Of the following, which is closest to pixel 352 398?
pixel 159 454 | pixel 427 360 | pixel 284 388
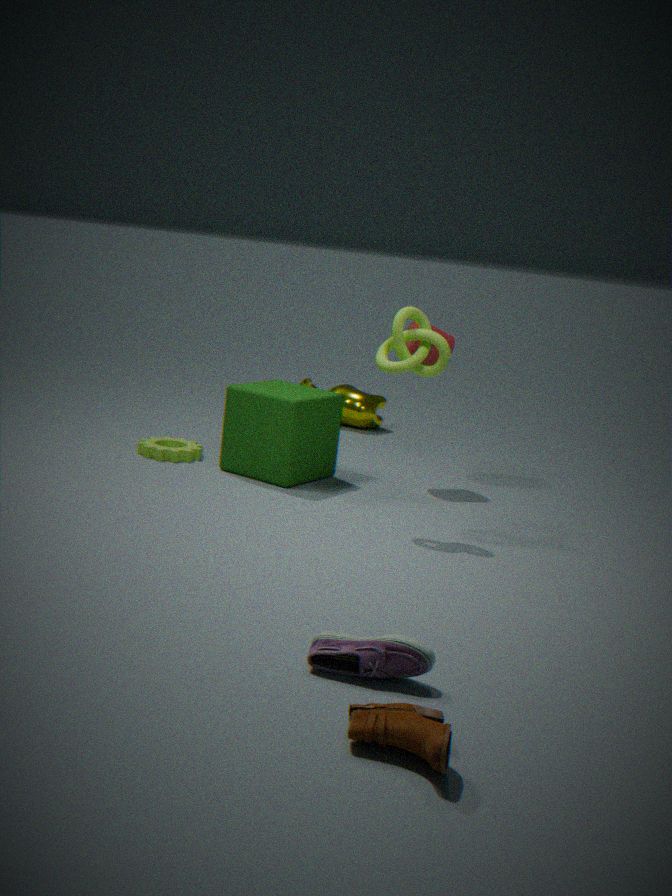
pixel 427 360
